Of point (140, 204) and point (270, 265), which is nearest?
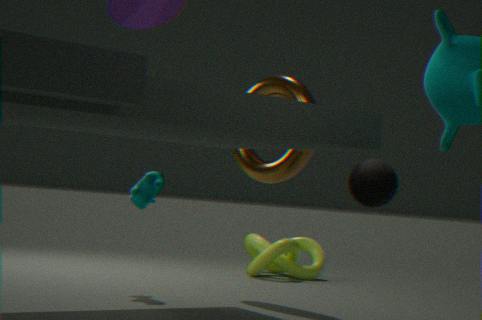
point (140, 204)
